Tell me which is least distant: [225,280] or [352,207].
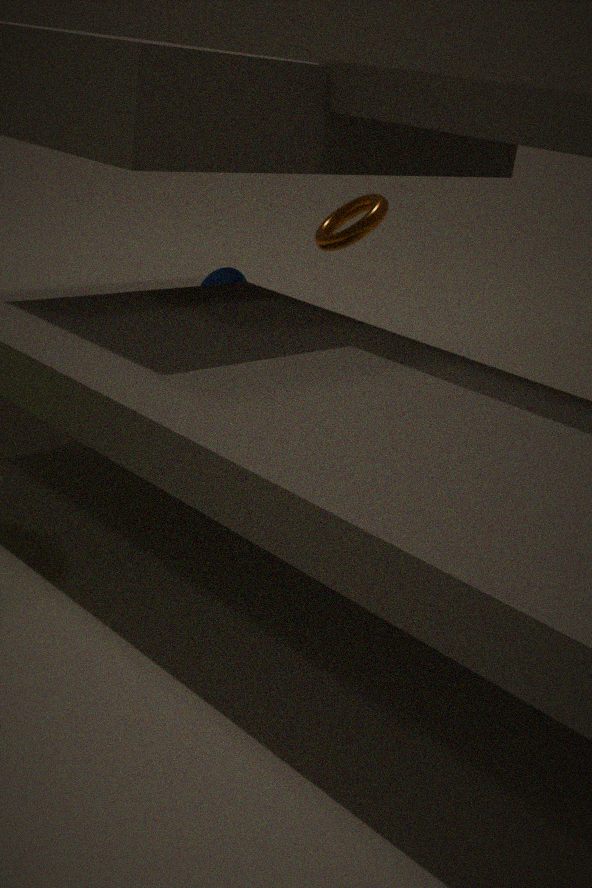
[352,207]
